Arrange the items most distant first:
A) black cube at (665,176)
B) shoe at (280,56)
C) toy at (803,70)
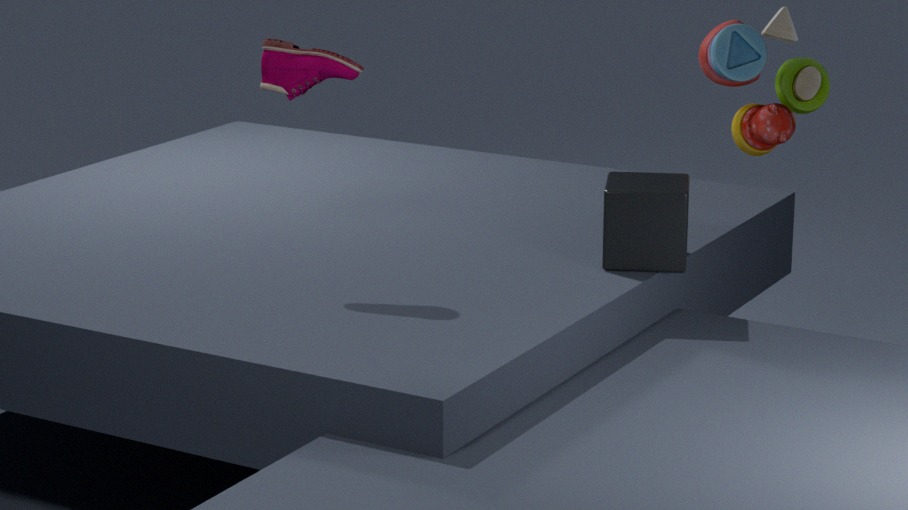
toy at (803,70), black cube at (665,176), shoe at (280,56)
